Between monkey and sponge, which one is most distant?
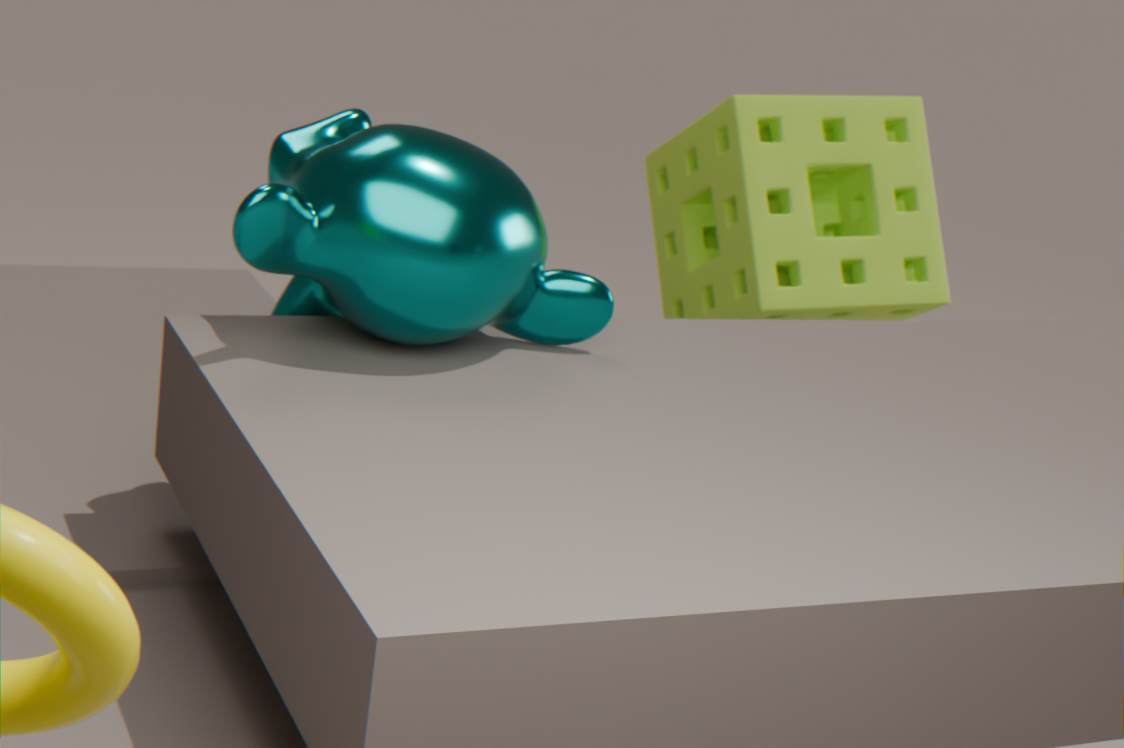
sponge
